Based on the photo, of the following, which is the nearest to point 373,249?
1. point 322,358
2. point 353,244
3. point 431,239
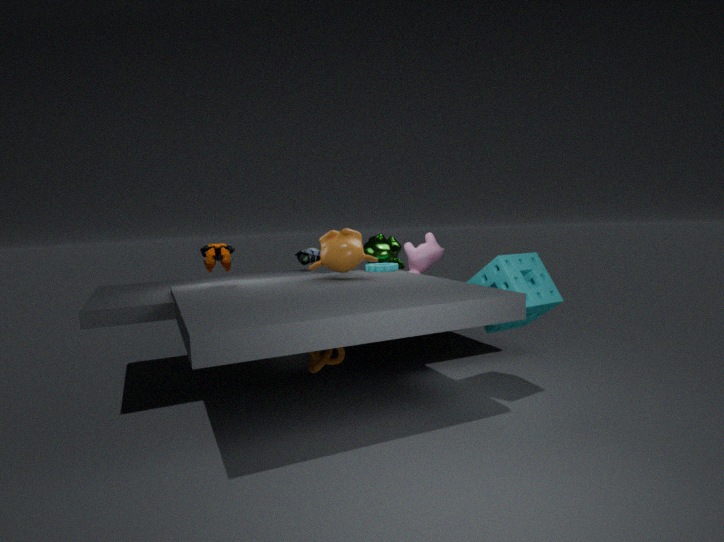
point 431,239
